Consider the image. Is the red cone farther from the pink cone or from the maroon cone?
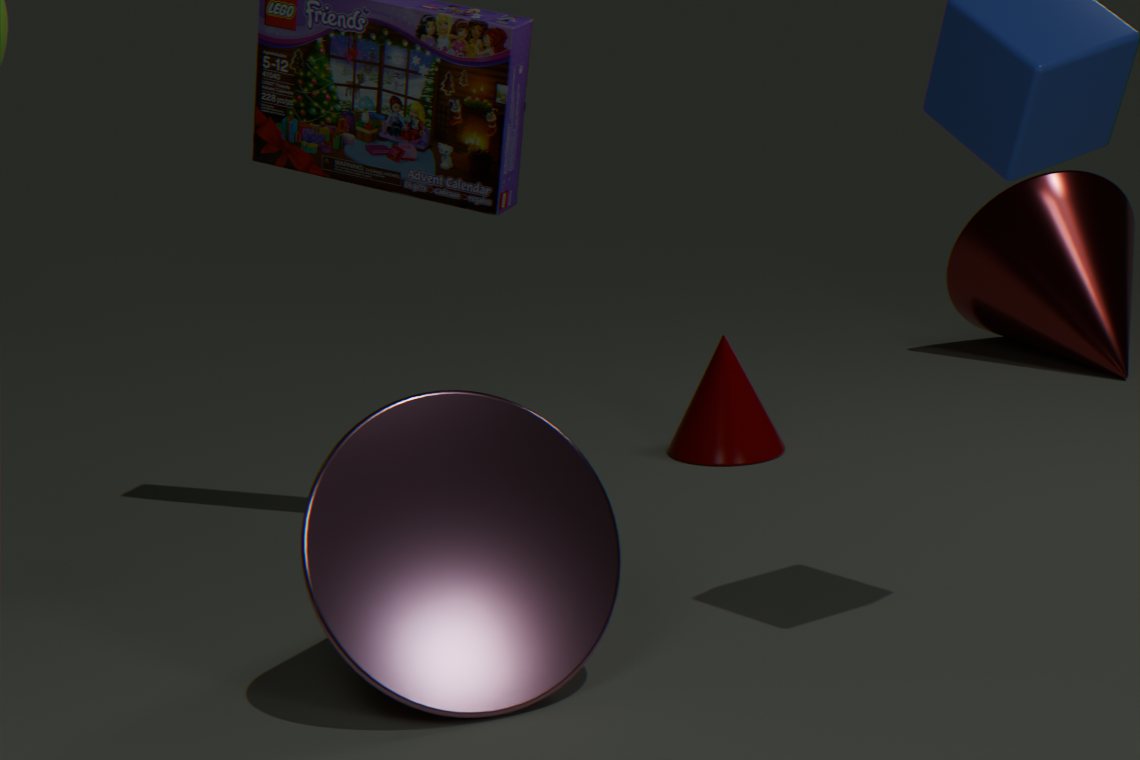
the pink cone
